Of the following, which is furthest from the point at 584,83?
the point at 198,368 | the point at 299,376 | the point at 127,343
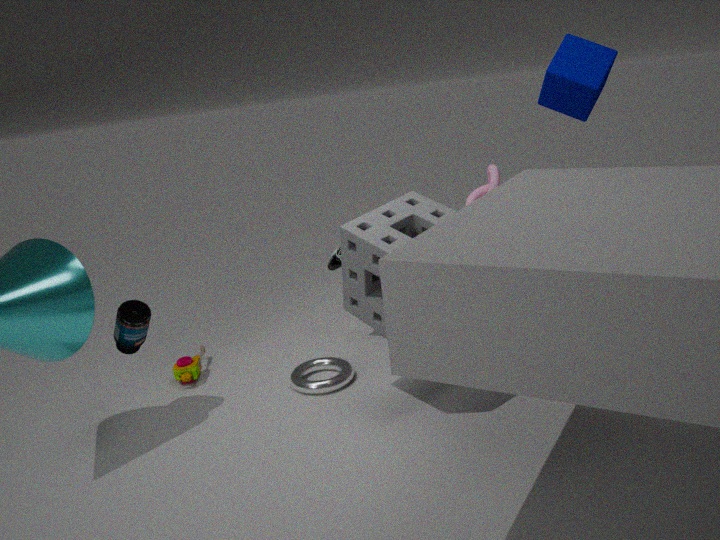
the point at 198,368
